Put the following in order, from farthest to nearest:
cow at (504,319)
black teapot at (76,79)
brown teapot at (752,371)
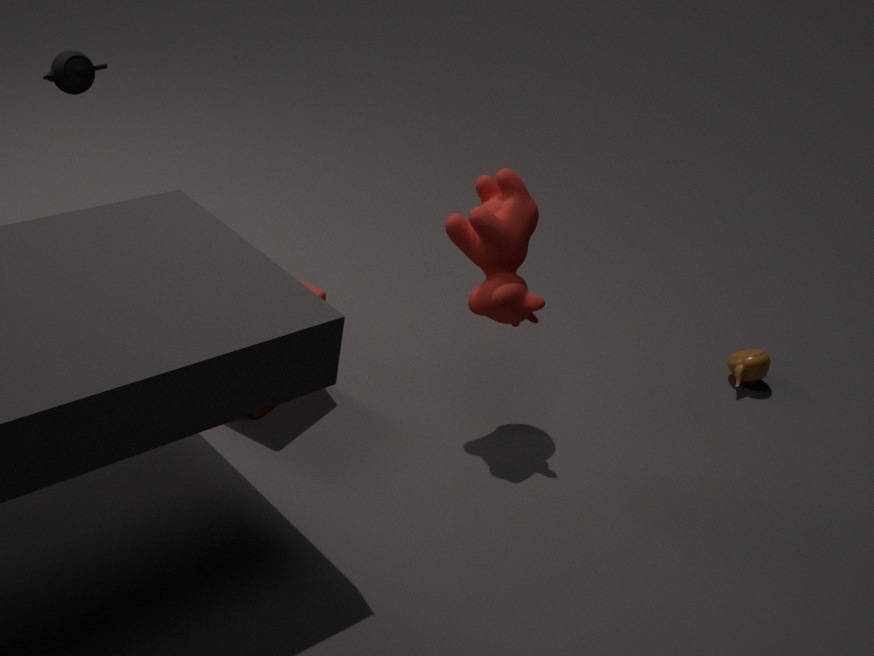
brown teapot at (752,371) → black teapot at (76,79) → cow at (504,319)
